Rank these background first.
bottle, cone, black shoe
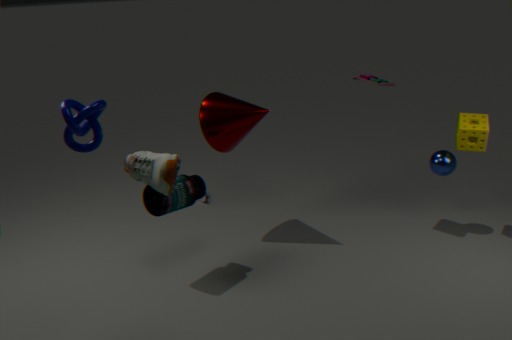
cone, bottle, black shoe
